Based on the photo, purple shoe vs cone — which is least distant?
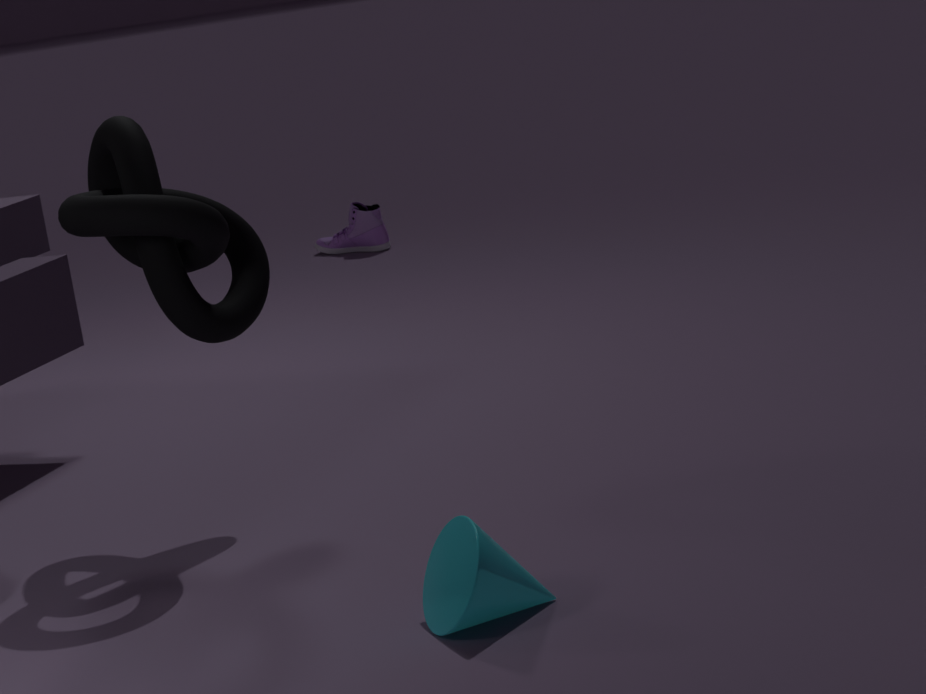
cone
